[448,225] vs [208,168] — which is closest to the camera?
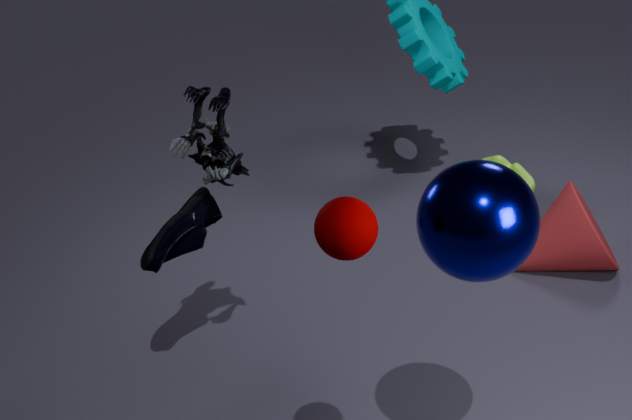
[448,225]
